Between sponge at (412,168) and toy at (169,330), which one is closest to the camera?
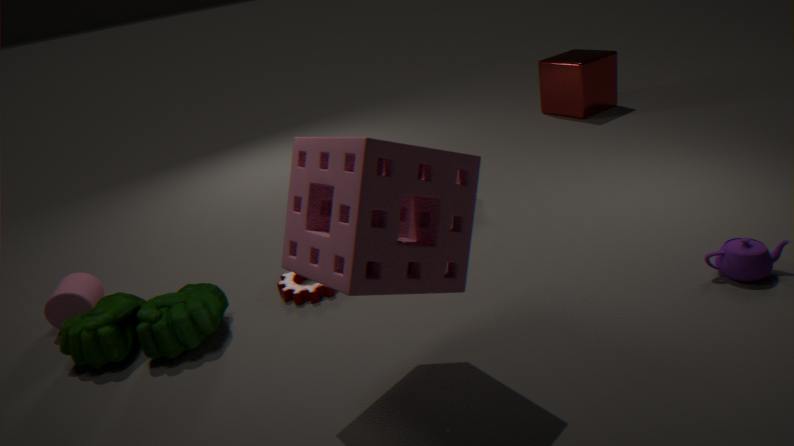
sponge at (412,168)
